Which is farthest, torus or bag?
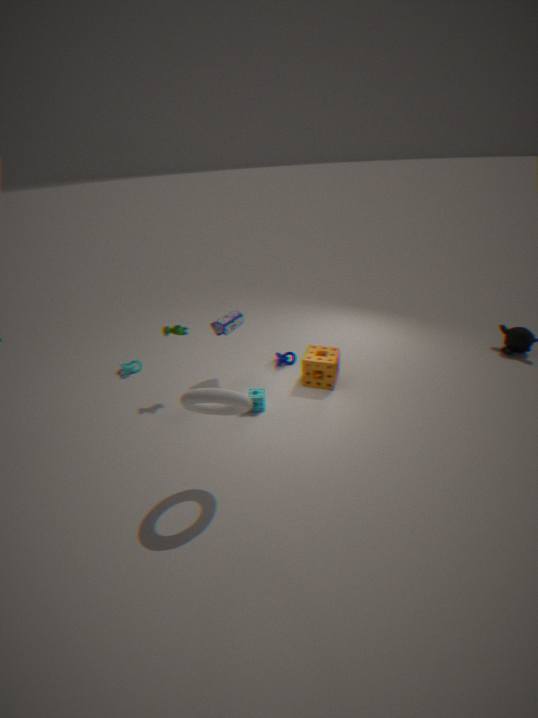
bag
